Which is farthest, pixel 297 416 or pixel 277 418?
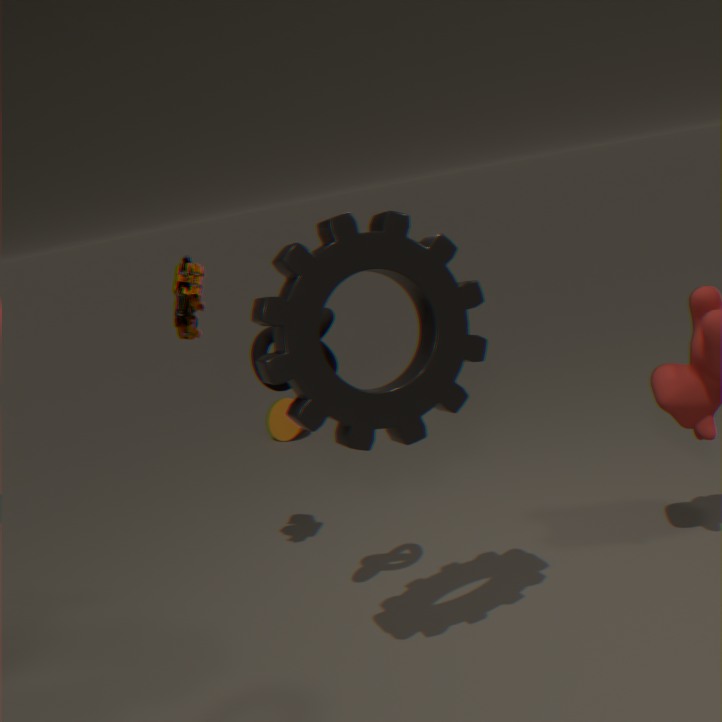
pixel 277 418
